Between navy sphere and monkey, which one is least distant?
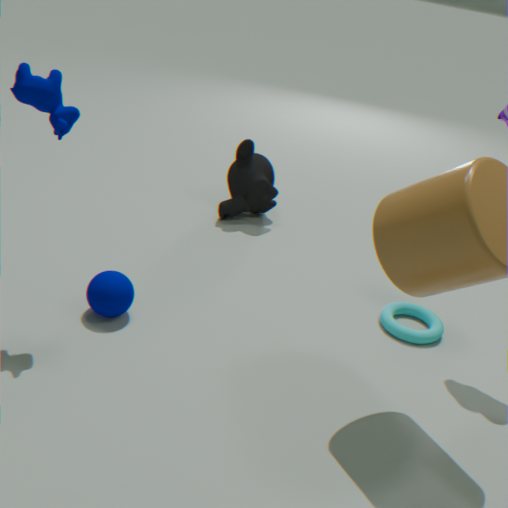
navy sphere
